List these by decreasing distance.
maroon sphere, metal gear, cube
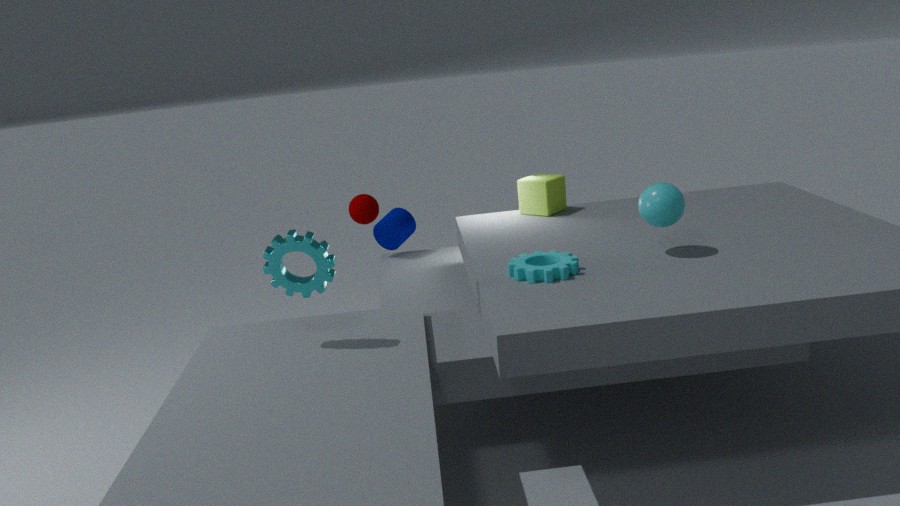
maroon sphere
cube
metal gear
